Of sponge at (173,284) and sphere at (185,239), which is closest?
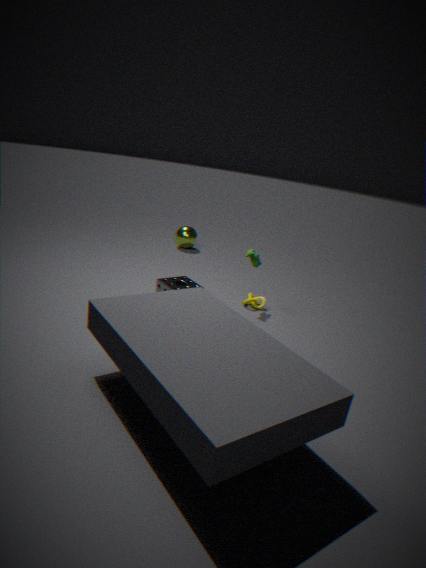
sponge at (173,284)
